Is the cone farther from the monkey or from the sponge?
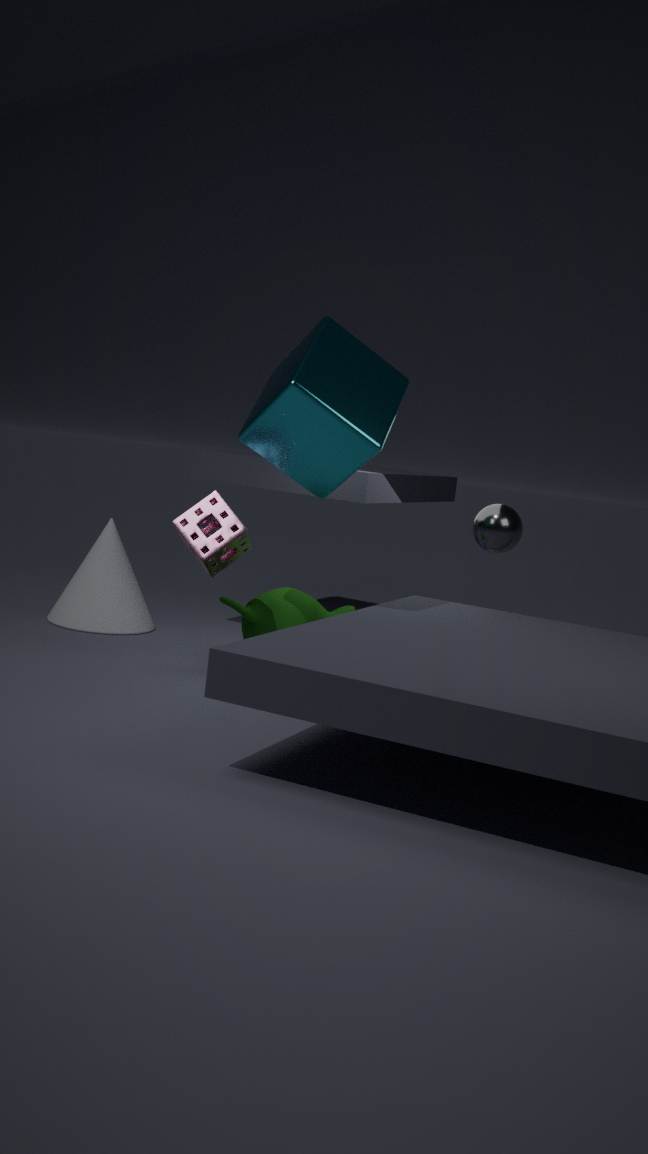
the sponge
